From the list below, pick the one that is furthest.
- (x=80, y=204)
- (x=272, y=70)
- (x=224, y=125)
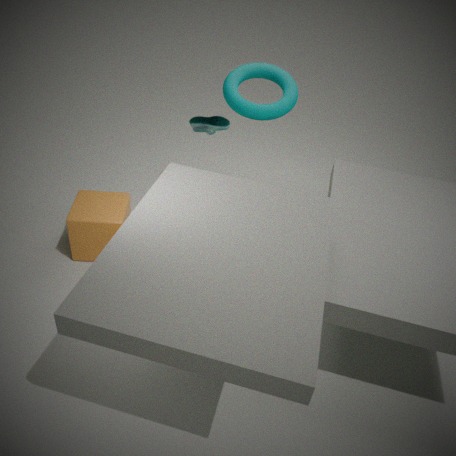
(x=224, y=125)
